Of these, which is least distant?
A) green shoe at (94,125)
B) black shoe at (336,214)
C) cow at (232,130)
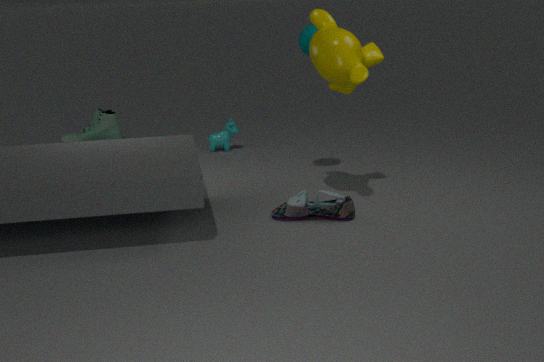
black shoe at (336,214)
